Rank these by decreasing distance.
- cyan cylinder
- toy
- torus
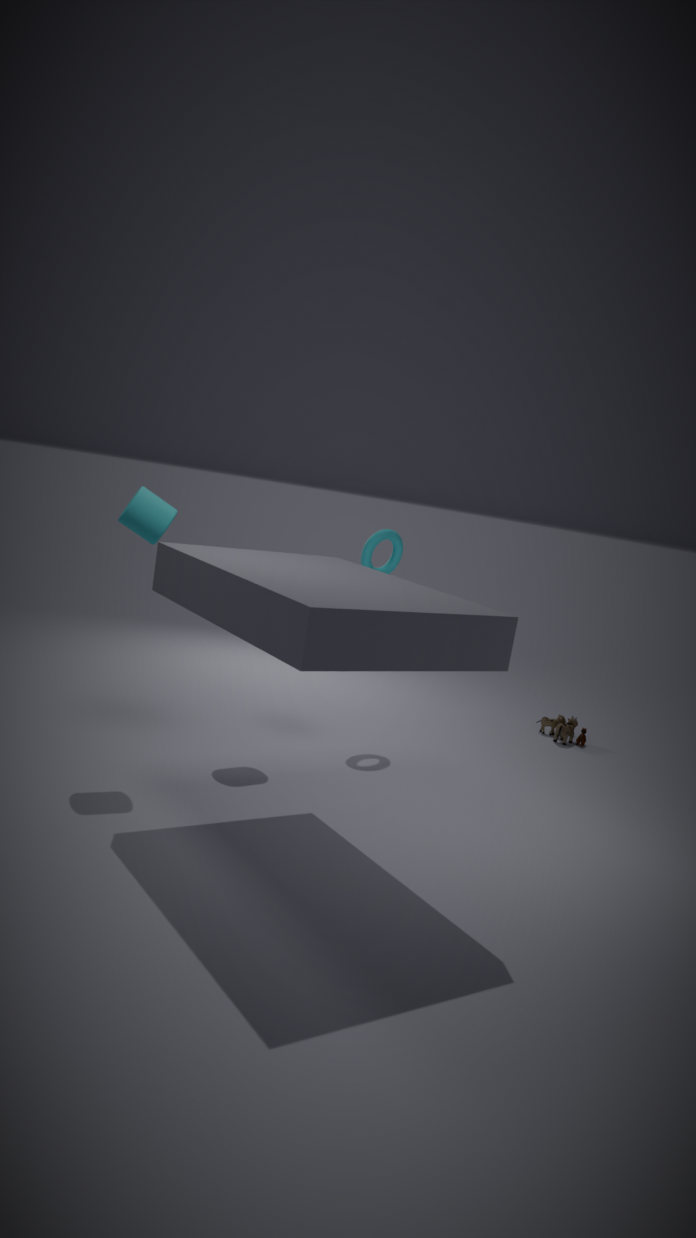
1. toy
2. torus
3. cyan cylinder
